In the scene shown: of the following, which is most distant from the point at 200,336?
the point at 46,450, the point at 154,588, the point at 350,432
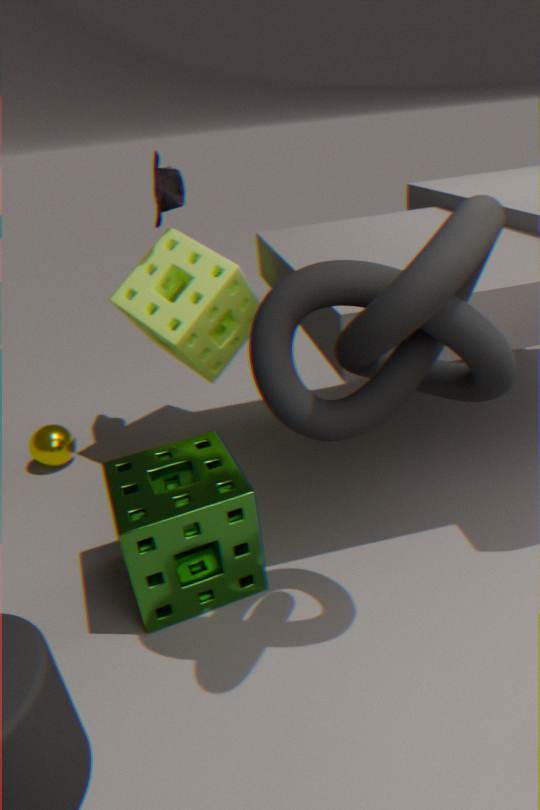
the point at 350,432
